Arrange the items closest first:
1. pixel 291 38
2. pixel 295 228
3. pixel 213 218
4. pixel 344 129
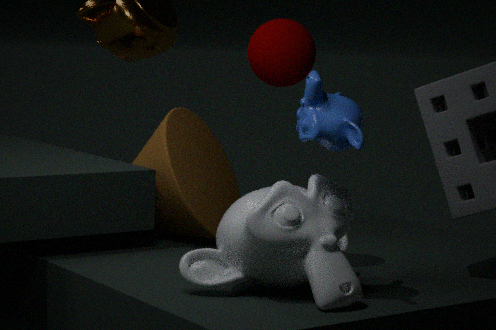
pixel 344 129 → pixel 295 228 → pixel 291 38 → pixel 213 218
